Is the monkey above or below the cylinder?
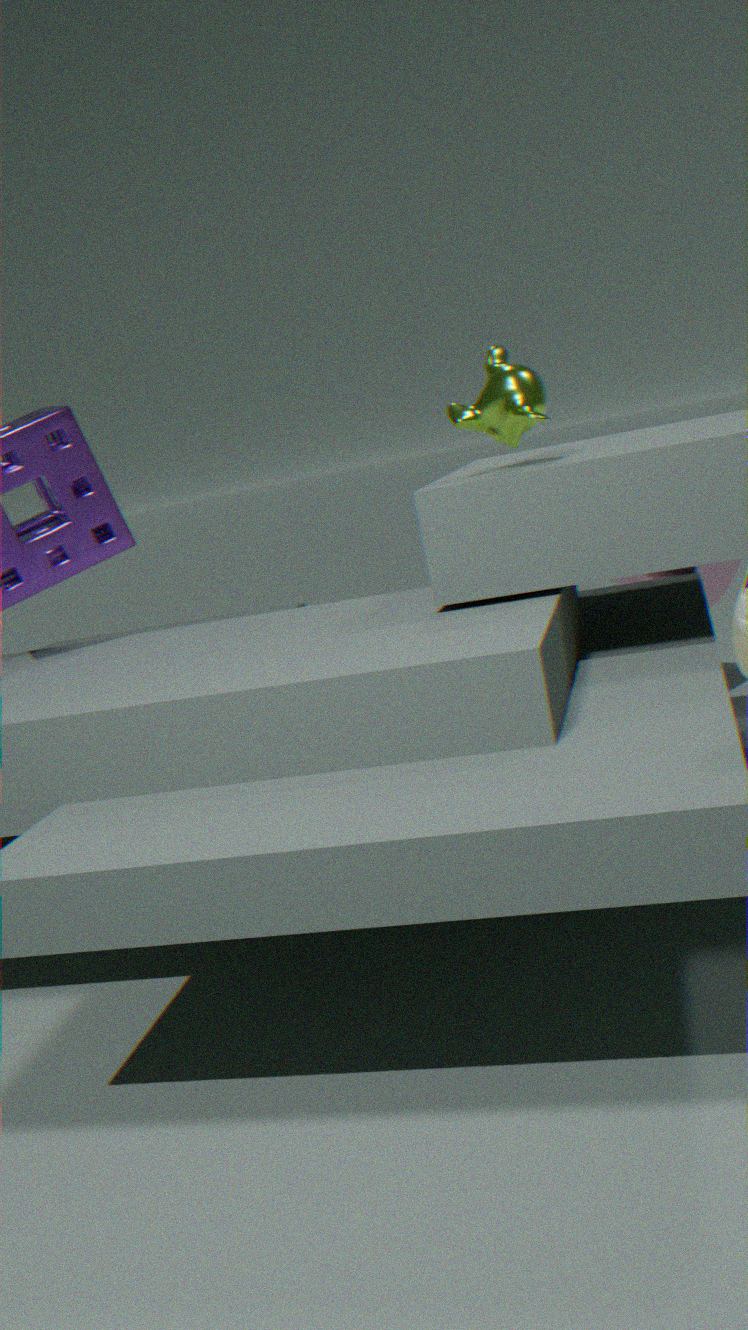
above
